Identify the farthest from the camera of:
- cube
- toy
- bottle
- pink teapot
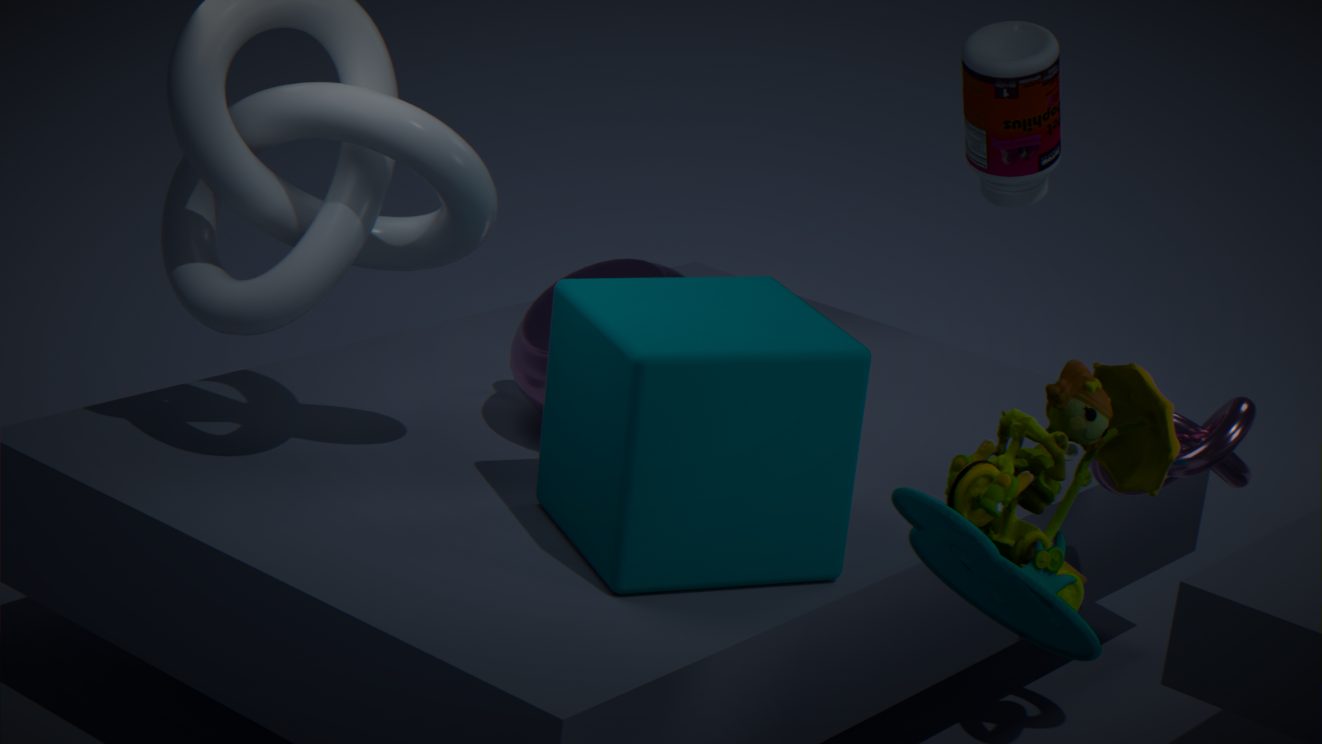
bottle
